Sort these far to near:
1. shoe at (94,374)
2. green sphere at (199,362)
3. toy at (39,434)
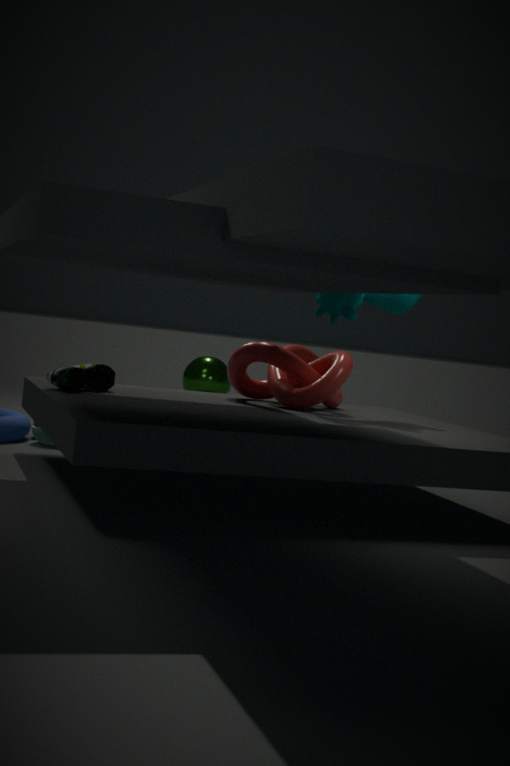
green sphere at (199,362) < toy at (39,434) < shoe at (94,374)
